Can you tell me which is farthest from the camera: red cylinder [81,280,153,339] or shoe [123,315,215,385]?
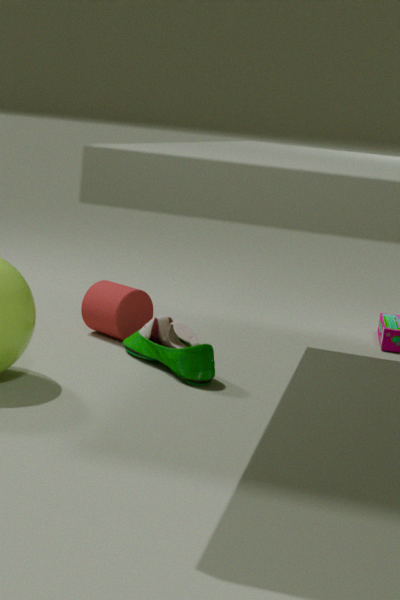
red cylinder [81,280,153,339]
